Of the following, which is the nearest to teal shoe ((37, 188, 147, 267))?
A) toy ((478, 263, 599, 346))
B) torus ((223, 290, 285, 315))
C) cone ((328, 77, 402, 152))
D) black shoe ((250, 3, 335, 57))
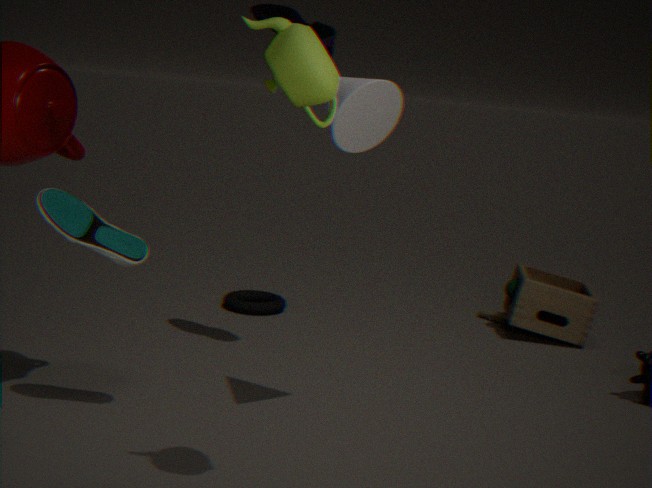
cone ((328, 77, 402, 152))
